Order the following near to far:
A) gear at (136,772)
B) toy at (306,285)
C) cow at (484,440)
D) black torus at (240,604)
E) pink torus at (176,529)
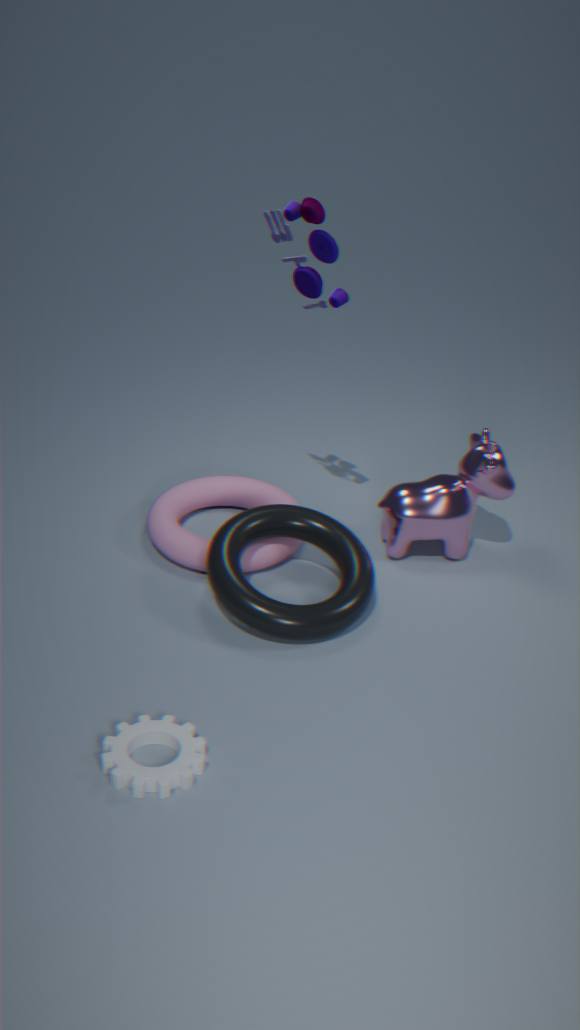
gear at (136,772) → toy at (306,285) → black torus at (240,604) → pink torus at (176,529) → cow at (484,440)
